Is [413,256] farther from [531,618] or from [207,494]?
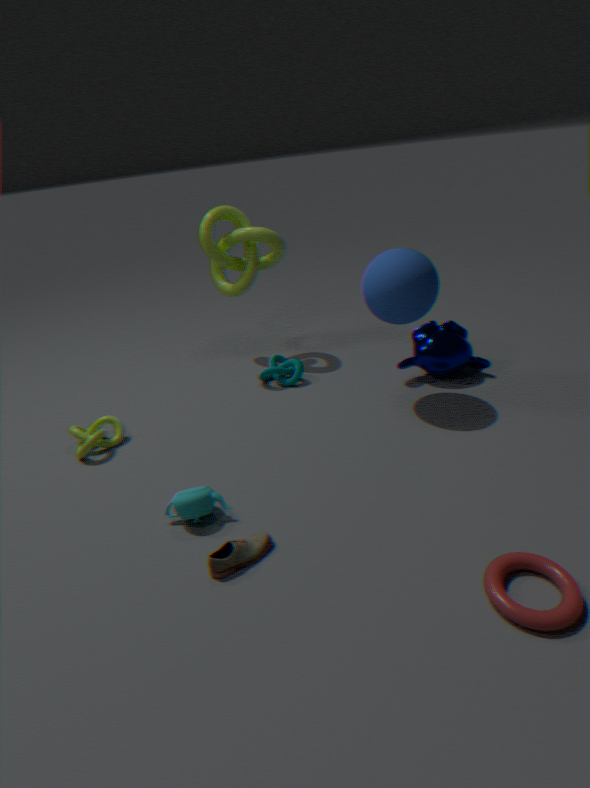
[531,618]
